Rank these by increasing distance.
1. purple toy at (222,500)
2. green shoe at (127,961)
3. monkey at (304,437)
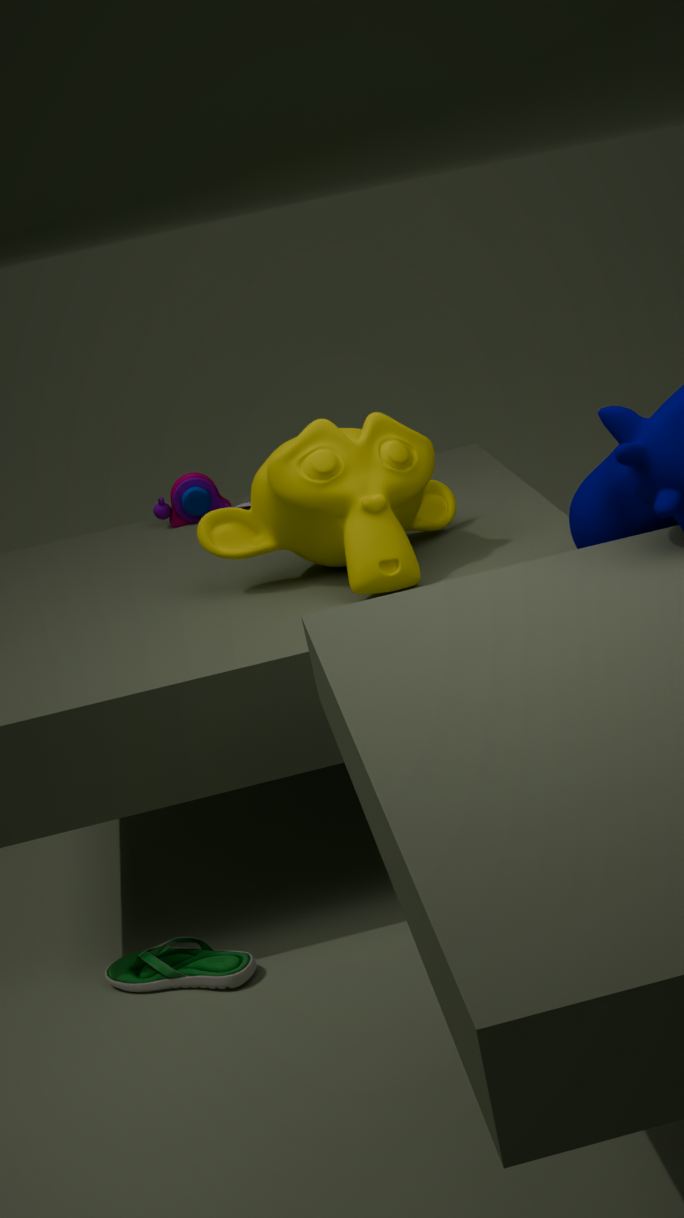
green shoe at (127,961)
monkey at (304,437)
purple toy at (222,500)
